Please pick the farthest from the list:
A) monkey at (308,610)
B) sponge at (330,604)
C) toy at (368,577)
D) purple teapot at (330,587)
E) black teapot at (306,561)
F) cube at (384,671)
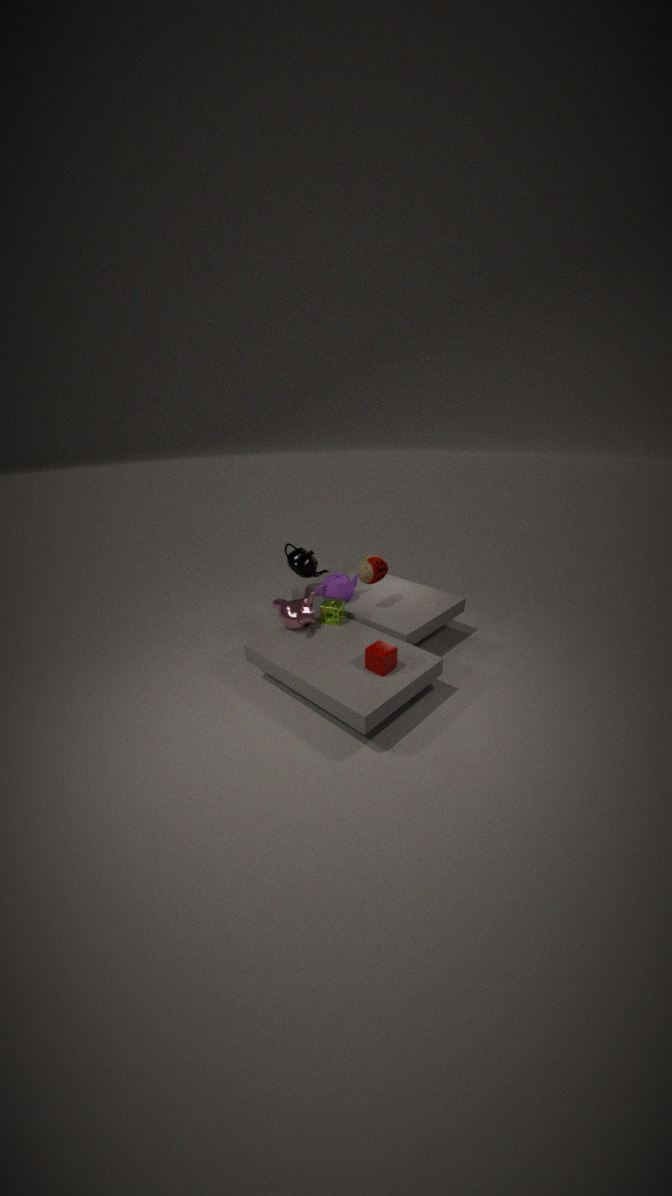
black teapot at (306,561)
